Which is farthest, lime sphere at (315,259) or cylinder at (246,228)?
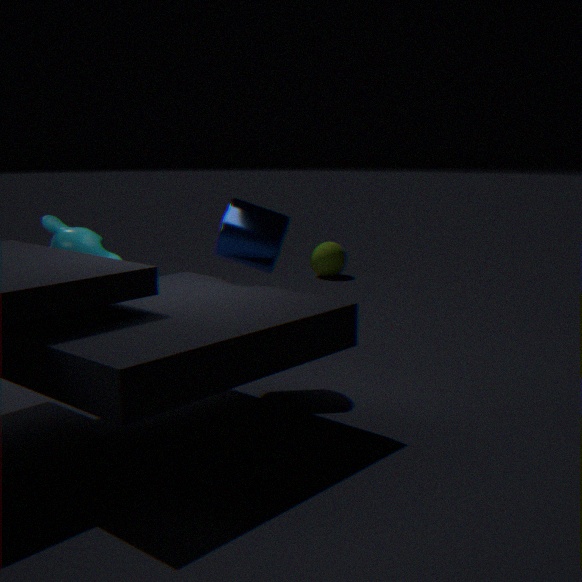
lime sphere at (315,259)
